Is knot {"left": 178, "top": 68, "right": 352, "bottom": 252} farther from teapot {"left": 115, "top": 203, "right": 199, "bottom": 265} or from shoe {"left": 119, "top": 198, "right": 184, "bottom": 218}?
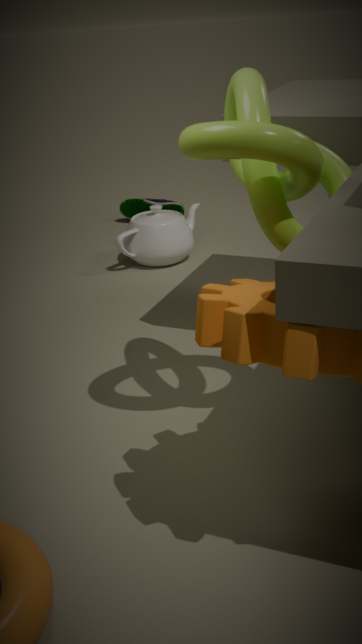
shoe {"left": 119, "top": 198, "right": 184, "bottom": 218}
